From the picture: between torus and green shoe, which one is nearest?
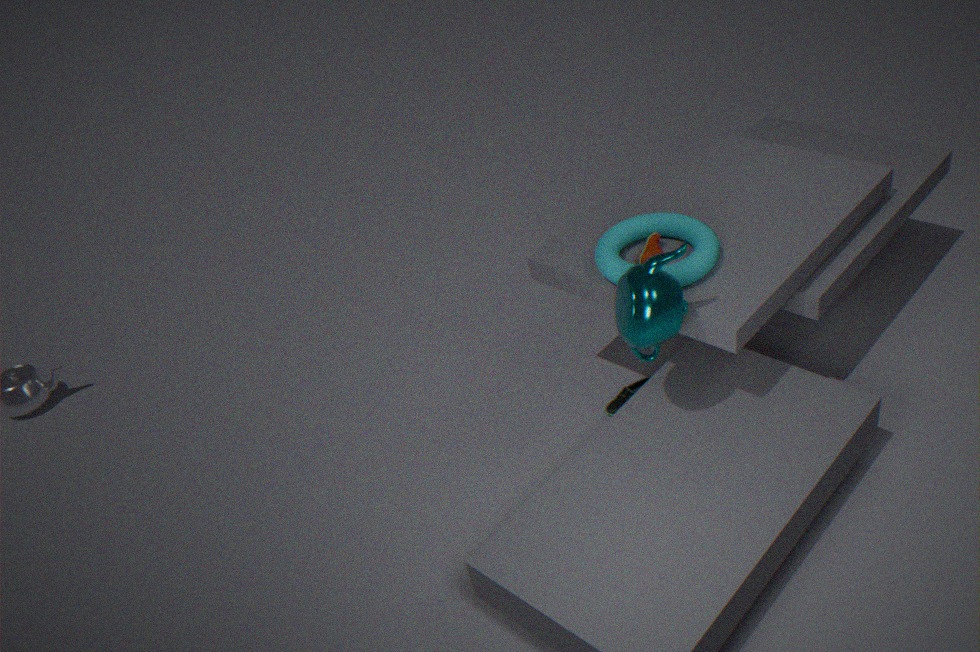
torus
